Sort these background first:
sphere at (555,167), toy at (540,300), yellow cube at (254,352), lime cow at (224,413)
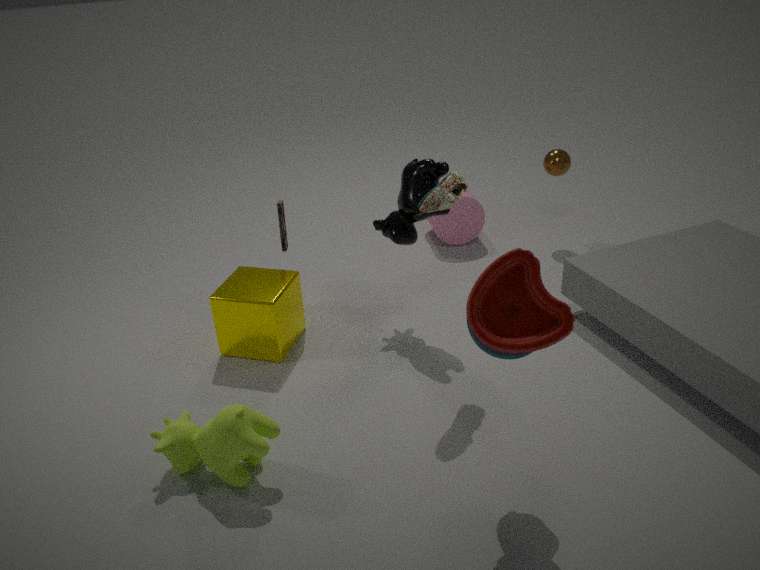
sphere at (555,167) → yellow cube at (254,352) → lime cow at (224,413) → toy at (540,300)
